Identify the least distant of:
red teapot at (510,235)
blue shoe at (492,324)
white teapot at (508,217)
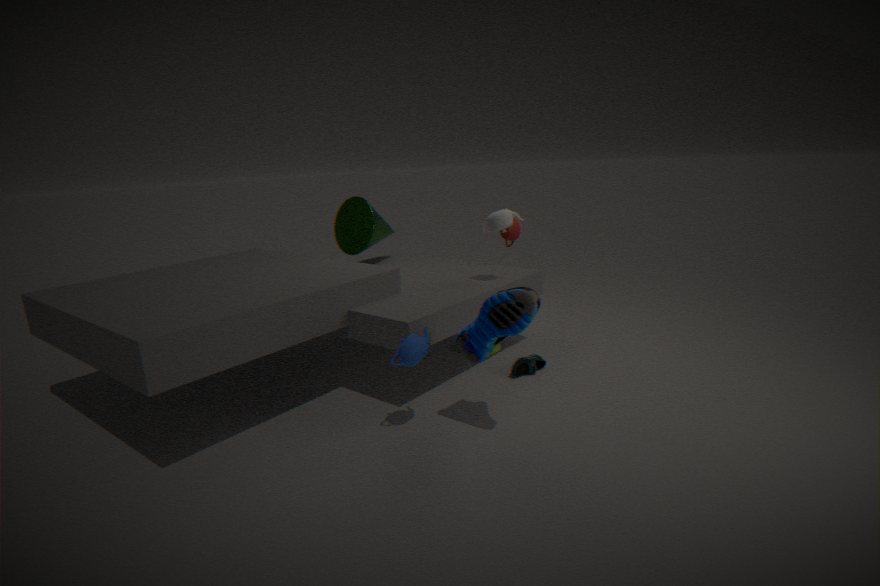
blue shoe at (492,324)
